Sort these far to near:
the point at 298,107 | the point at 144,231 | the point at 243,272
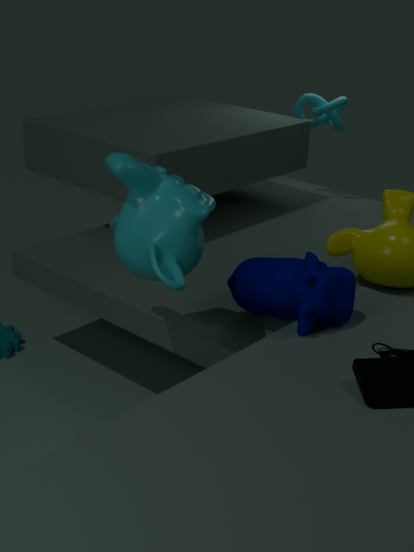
the point at 298,107 < the point at 243,272 < the point at 144,231
